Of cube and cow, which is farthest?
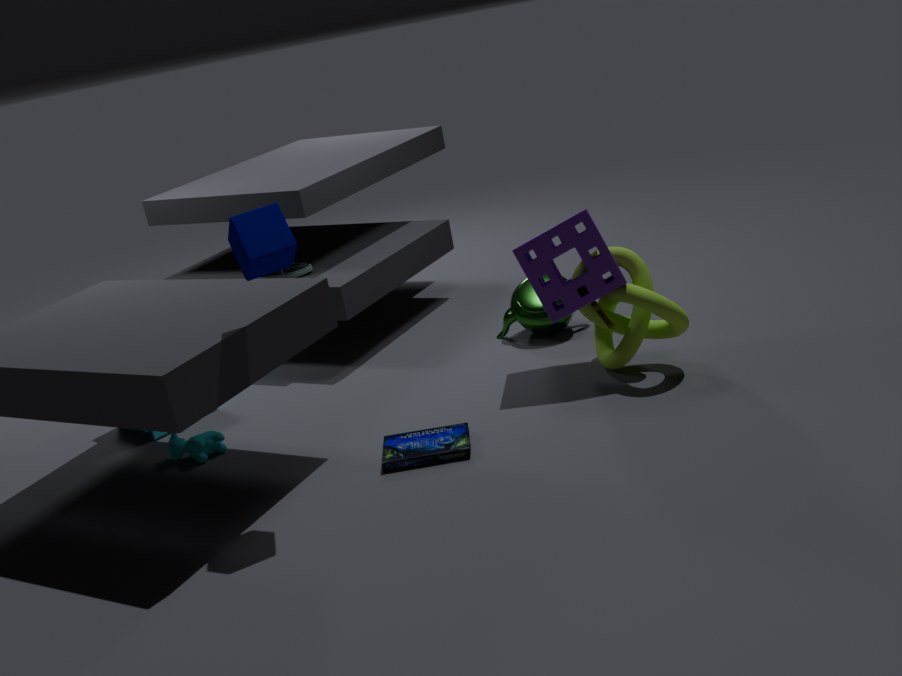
cow
